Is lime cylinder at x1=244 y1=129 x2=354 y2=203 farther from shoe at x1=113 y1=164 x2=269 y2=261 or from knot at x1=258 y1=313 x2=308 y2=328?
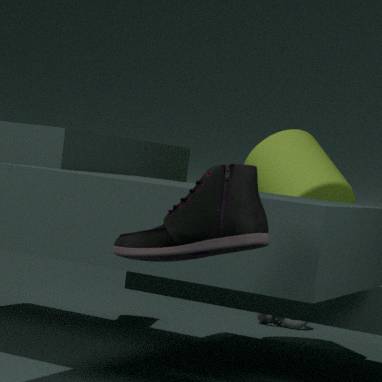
shoe at x1=113 y1=164 x2=269 y2=261
